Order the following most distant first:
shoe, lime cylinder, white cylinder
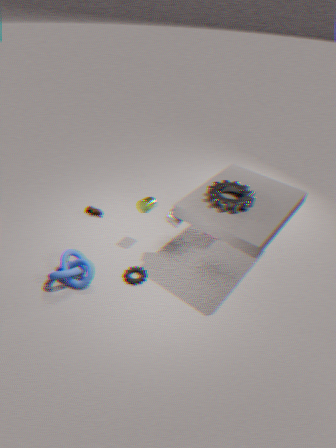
1. shoe
2. lime cylinder
3. white cylinder
